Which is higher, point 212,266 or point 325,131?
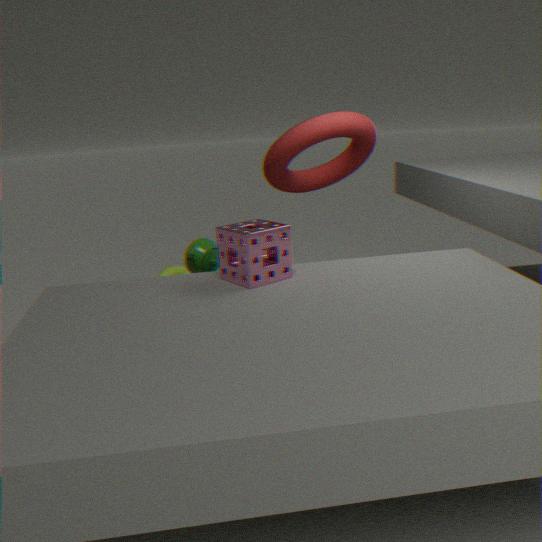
point 325,131
